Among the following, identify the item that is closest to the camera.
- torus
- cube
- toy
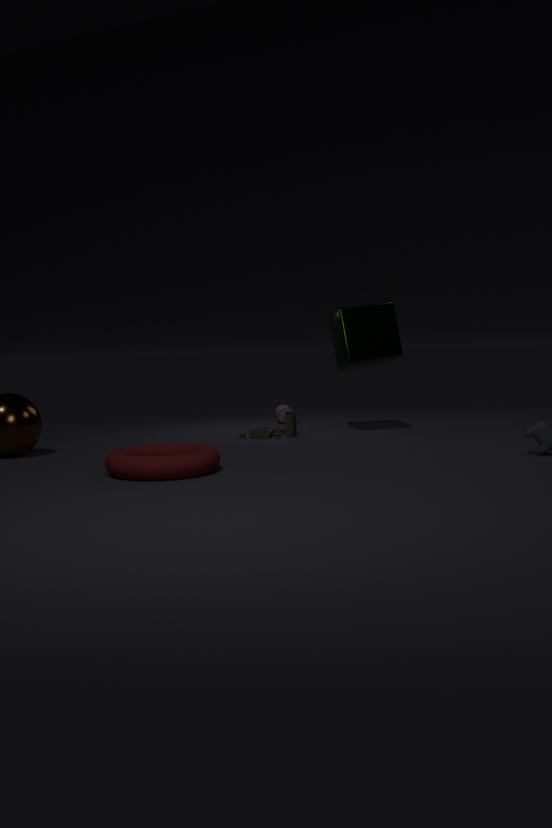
torus
